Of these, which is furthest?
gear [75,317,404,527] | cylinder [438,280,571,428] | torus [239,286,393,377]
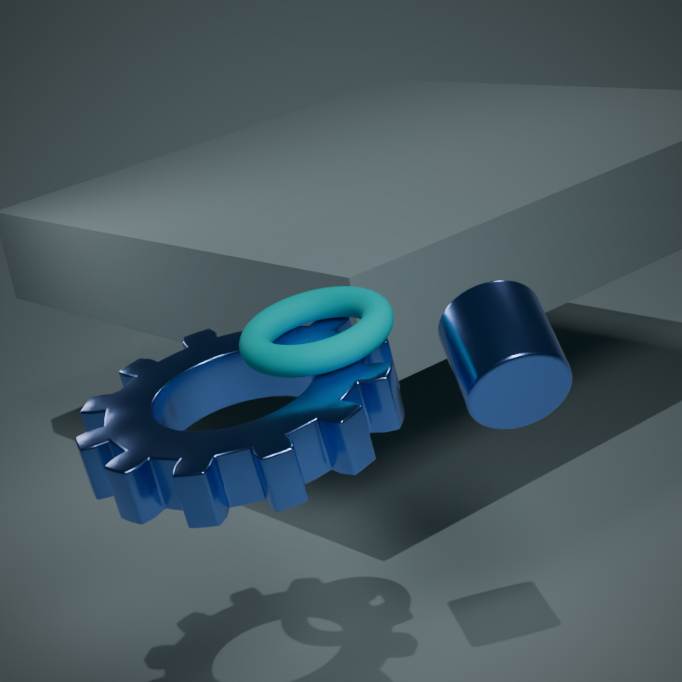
torus [239,286,393,377]
